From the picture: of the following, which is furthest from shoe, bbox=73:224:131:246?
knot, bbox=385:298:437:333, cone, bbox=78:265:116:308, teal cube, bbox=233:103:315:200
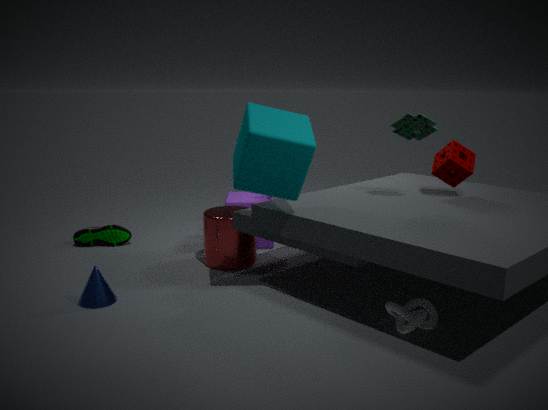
knot, bbox=385:298:437:333
